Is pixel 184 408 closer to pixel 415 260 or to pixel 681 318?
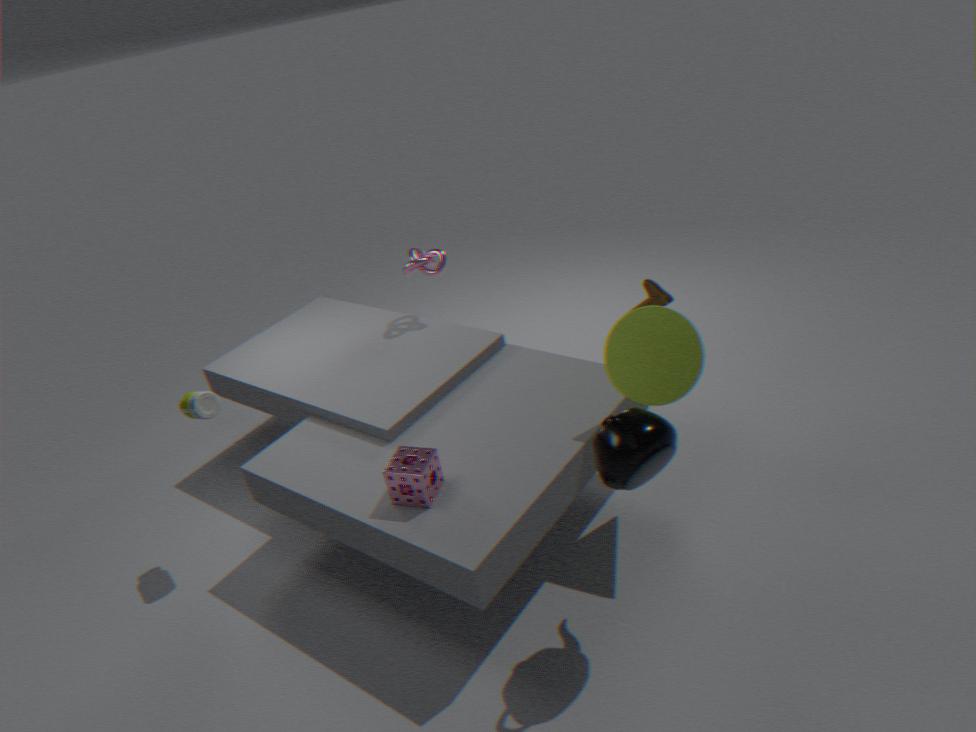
pixel 415 260
